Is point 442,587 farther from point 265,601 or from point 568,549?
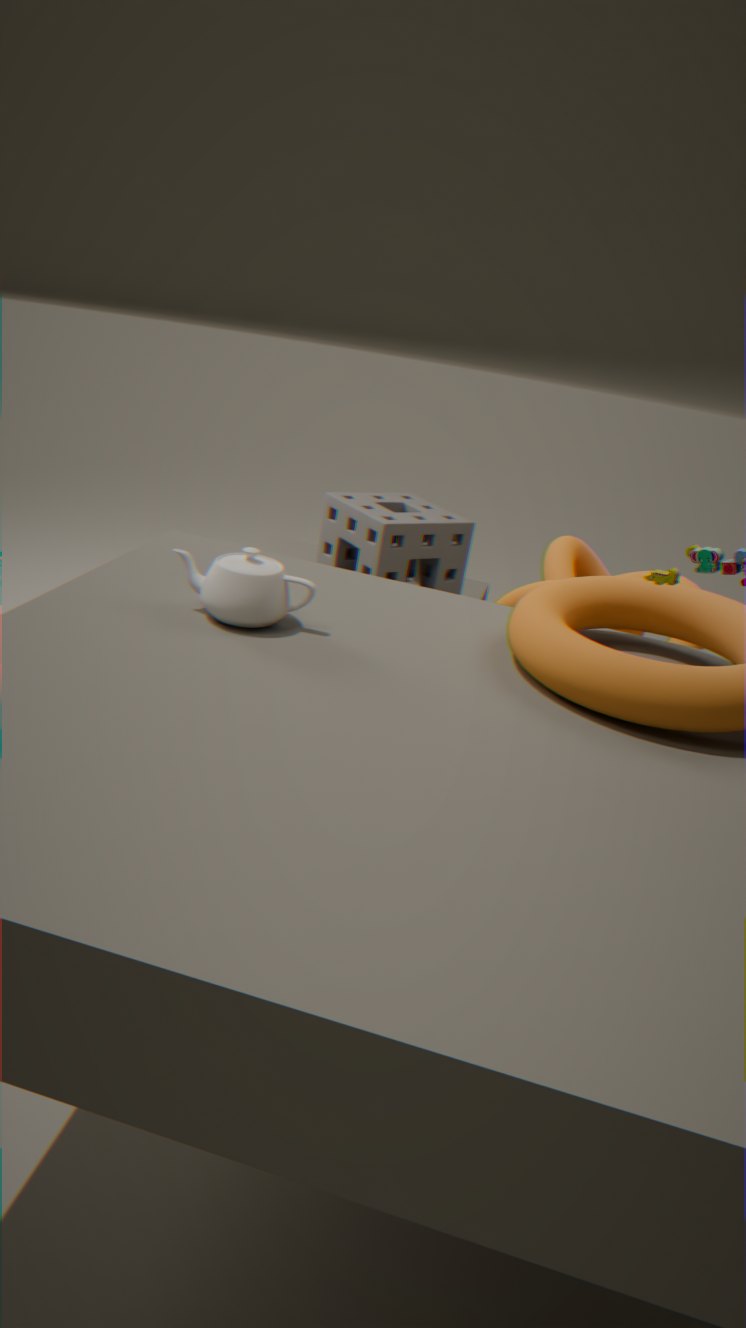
point 265,601
